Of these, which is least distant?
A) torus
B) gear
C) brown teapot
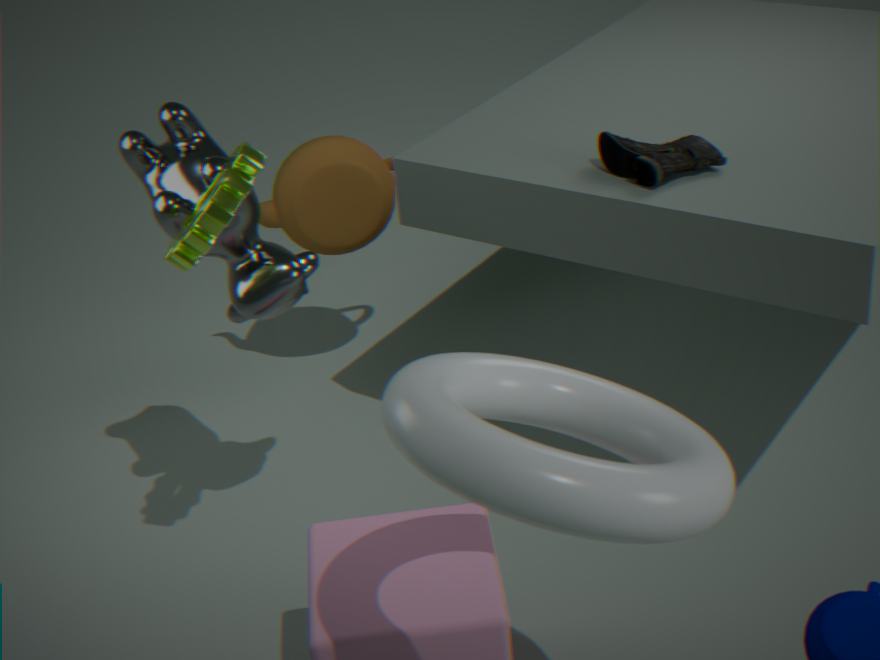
torus
